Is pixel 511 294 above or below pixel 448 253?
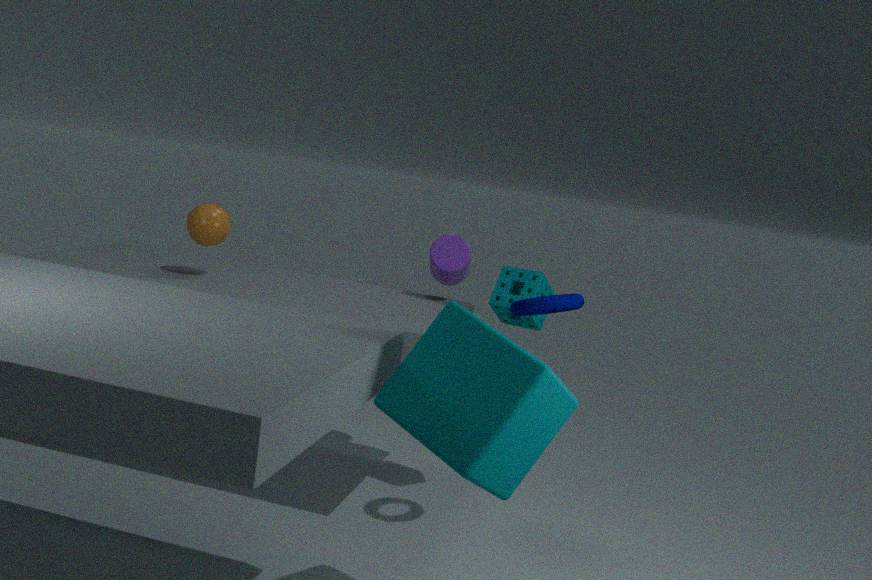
below
